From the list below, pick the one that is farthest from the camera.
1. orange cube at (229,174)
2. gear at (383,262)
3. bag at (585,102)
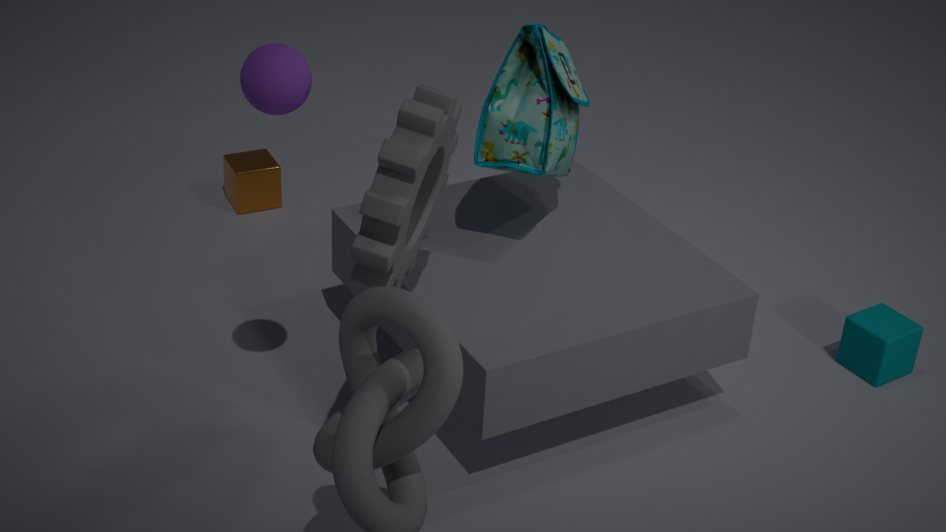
orange cube at (229,174)
